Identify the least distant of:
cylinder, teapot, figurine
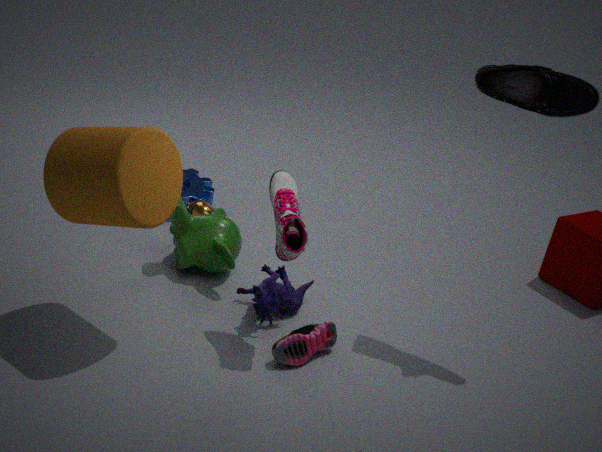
cylinder
